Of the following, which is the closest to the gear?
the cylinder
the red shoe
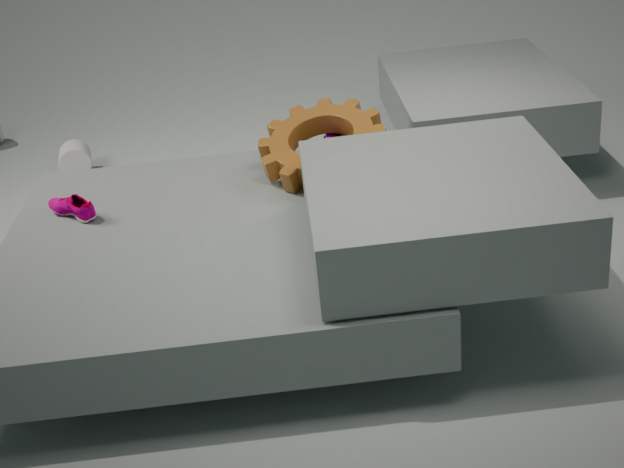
the red shoe
